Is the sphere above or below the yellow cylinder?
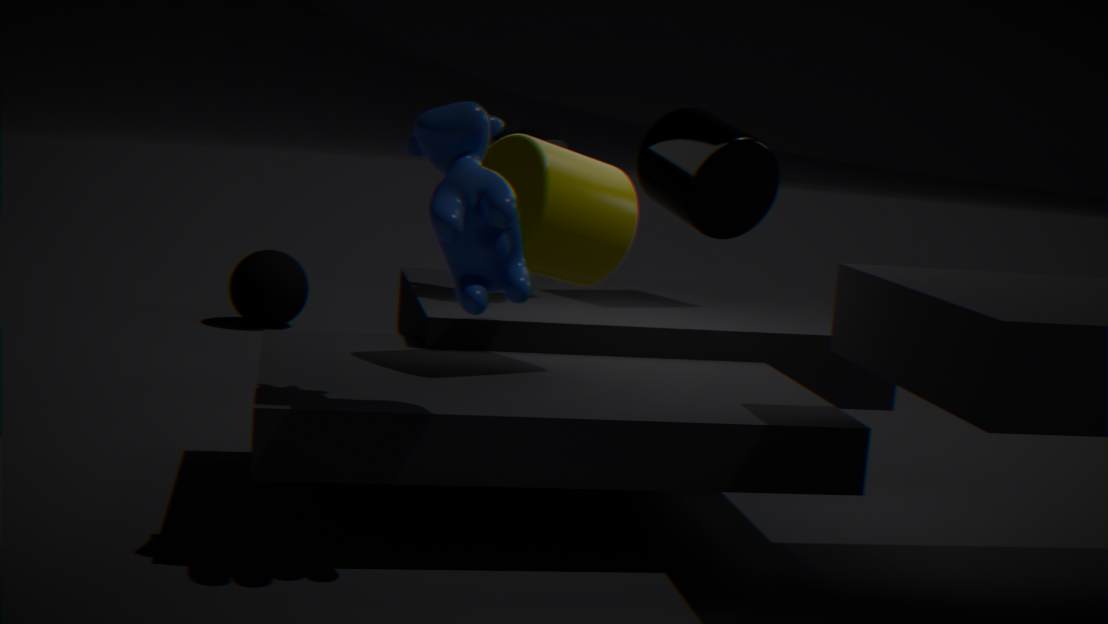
below
